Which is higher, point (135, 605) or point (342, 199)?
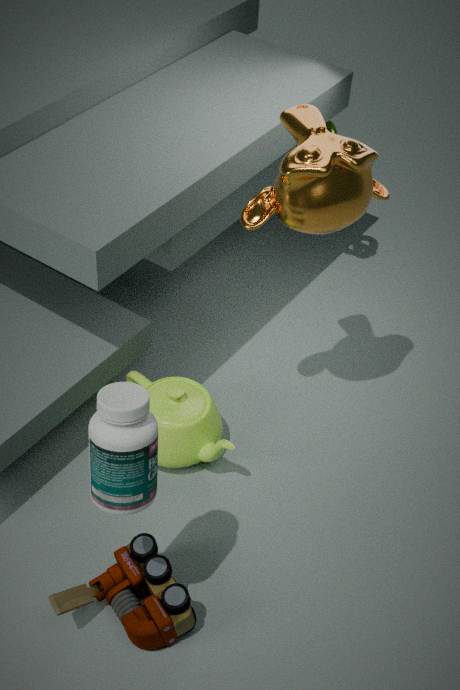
point (342, 199)
